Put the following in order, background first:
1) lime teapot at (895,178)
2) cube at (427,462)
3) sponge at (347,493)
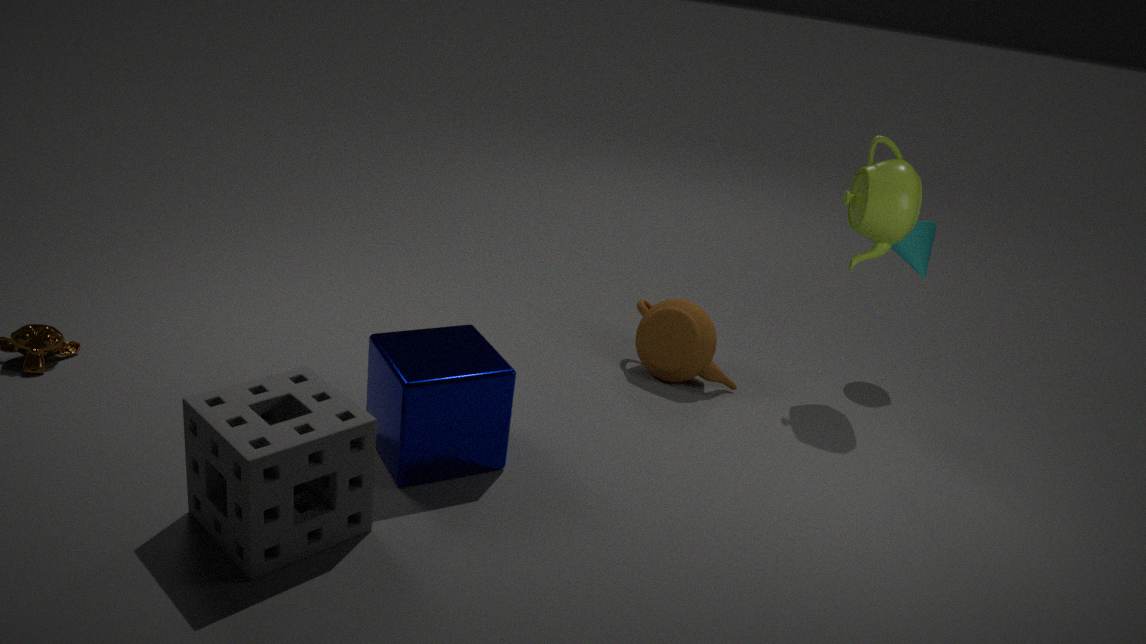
1. lime teapot at (895,178) < 2. cube at (427,462) < 3. sponge at (347,493)
